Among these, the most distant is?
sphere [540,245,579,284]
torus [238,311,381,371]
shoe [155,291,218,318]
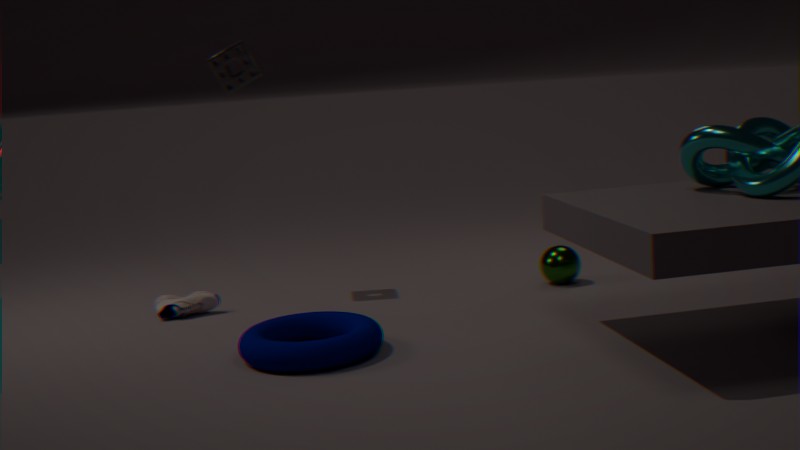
sphere [540,245,579,284]
